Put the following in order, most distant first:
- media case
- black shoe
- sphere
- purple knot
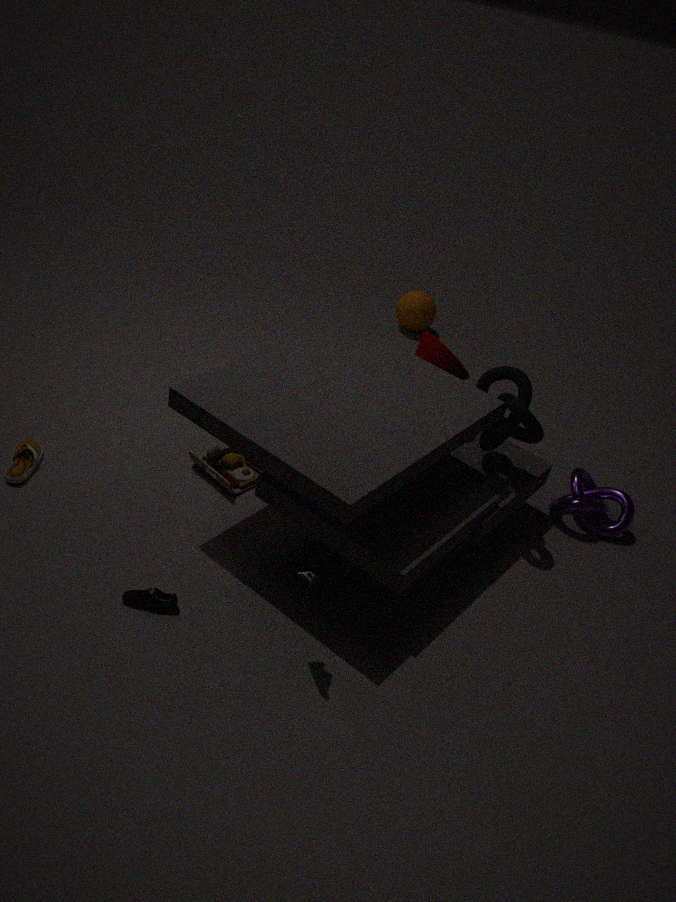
sphere → purple knot → media case → black shoe
